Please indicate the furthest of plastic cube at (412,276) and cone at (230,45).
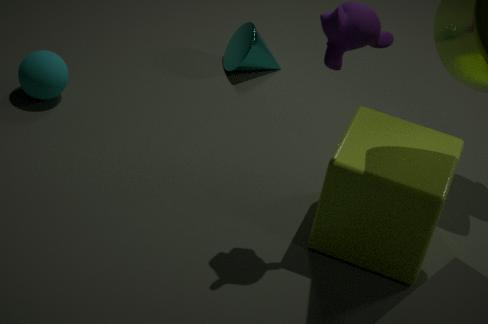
cone at (230,45)
